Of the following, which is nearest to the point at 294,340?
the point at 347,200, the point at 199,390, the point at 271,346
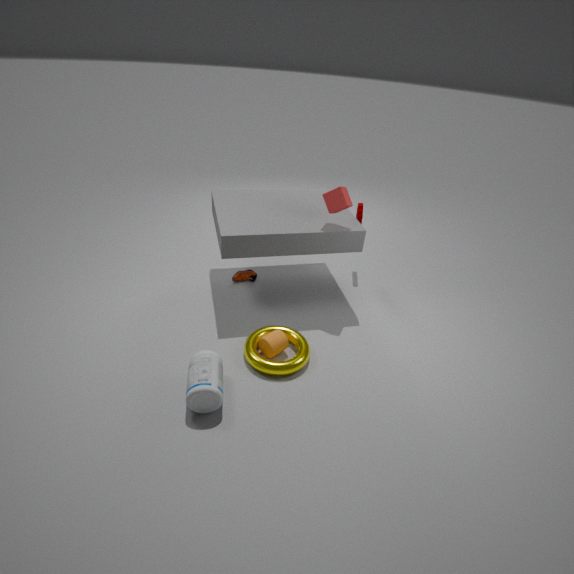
the point at 271,346
